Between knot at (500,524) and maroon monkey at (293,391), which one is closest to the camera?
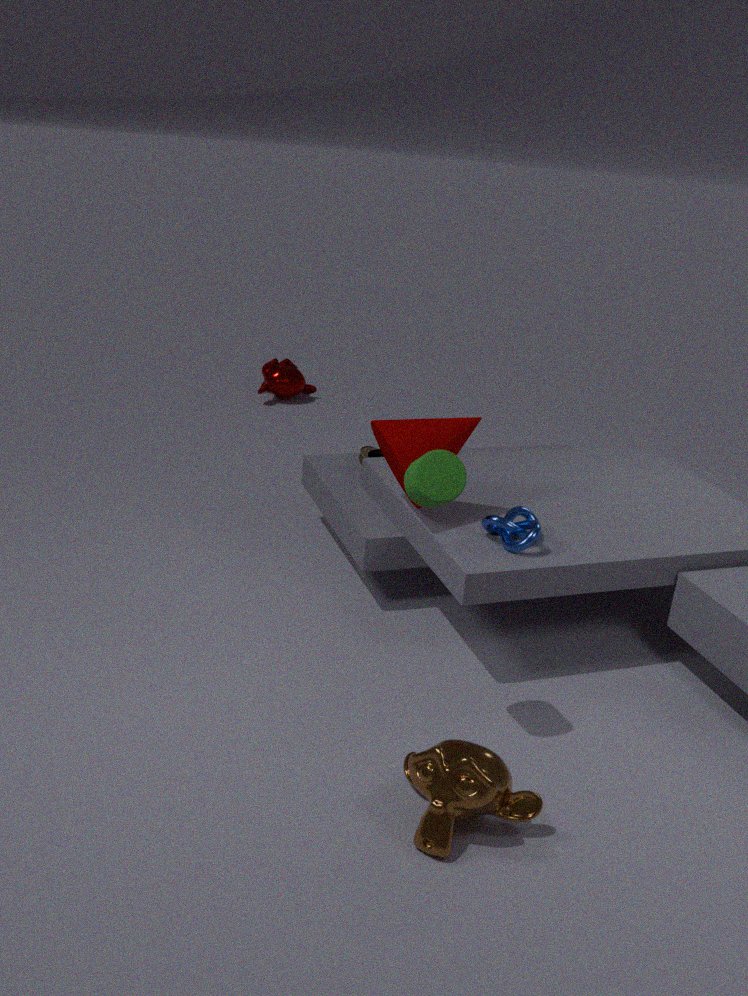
knot at (500,524)
